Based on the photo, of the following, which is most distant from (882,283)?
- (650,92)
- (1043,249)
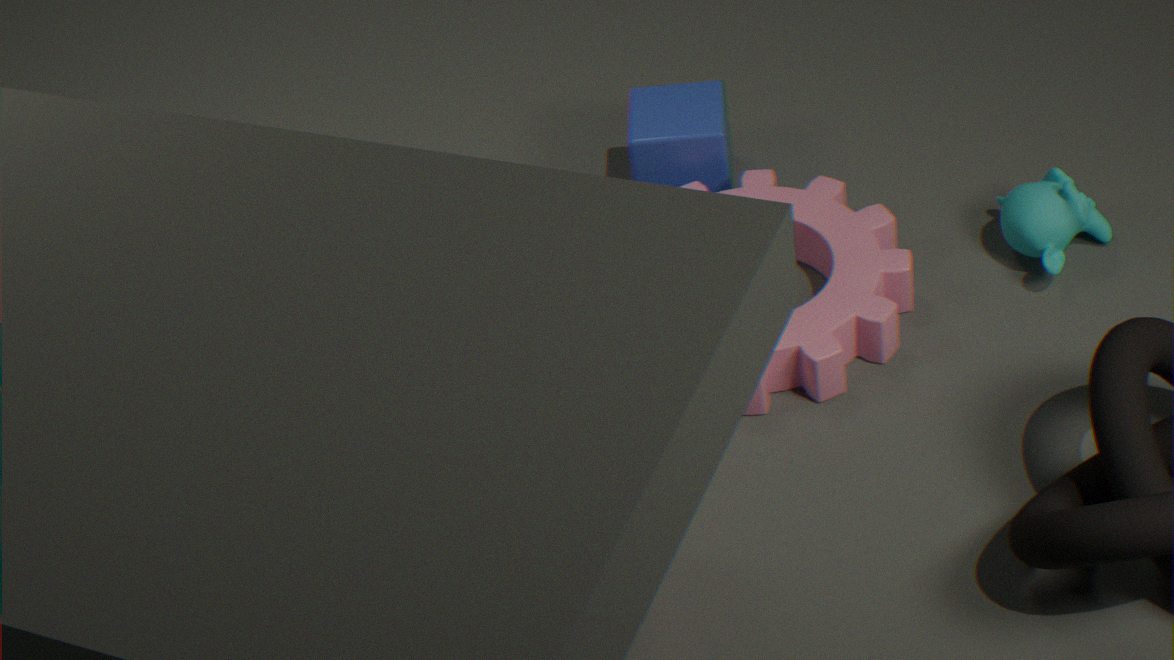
(1043,249)
